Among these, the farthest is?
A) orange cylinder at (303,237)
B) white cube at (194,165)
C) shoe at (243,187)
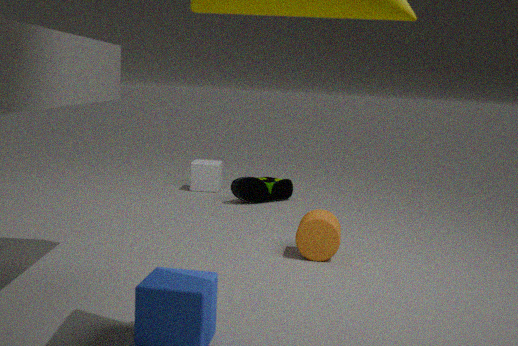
white cube at (194,165)
